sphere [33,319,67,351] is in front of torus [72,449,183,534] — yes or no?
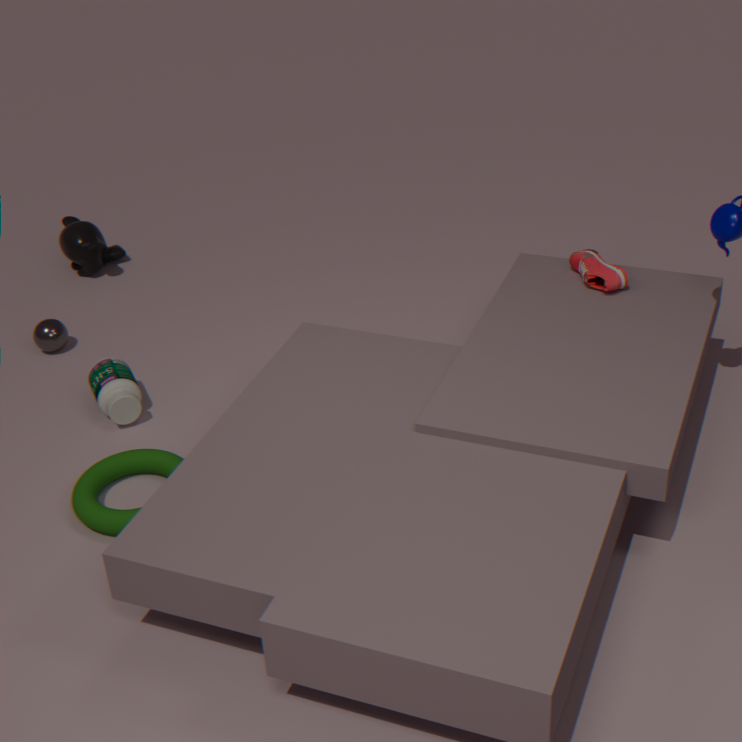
No
